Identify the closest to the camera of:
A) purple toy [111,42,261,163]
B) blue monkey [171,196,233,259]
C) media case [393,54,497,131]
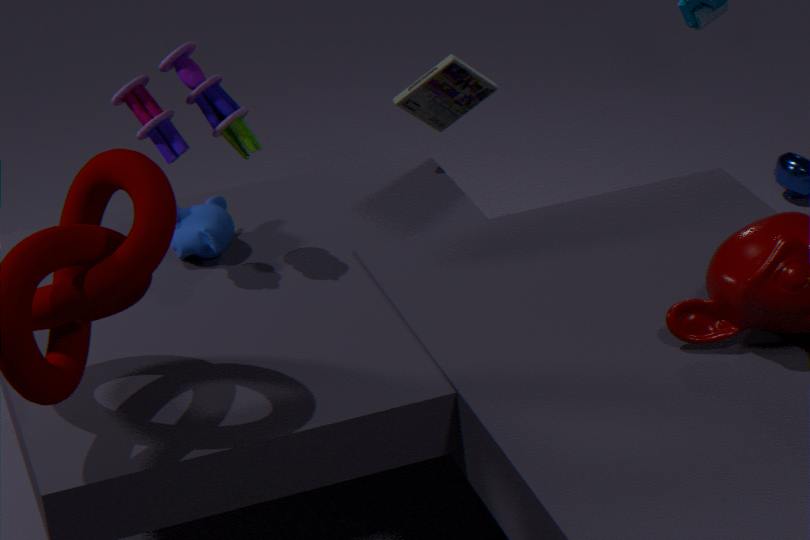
purple toy [111,42,261,163]
